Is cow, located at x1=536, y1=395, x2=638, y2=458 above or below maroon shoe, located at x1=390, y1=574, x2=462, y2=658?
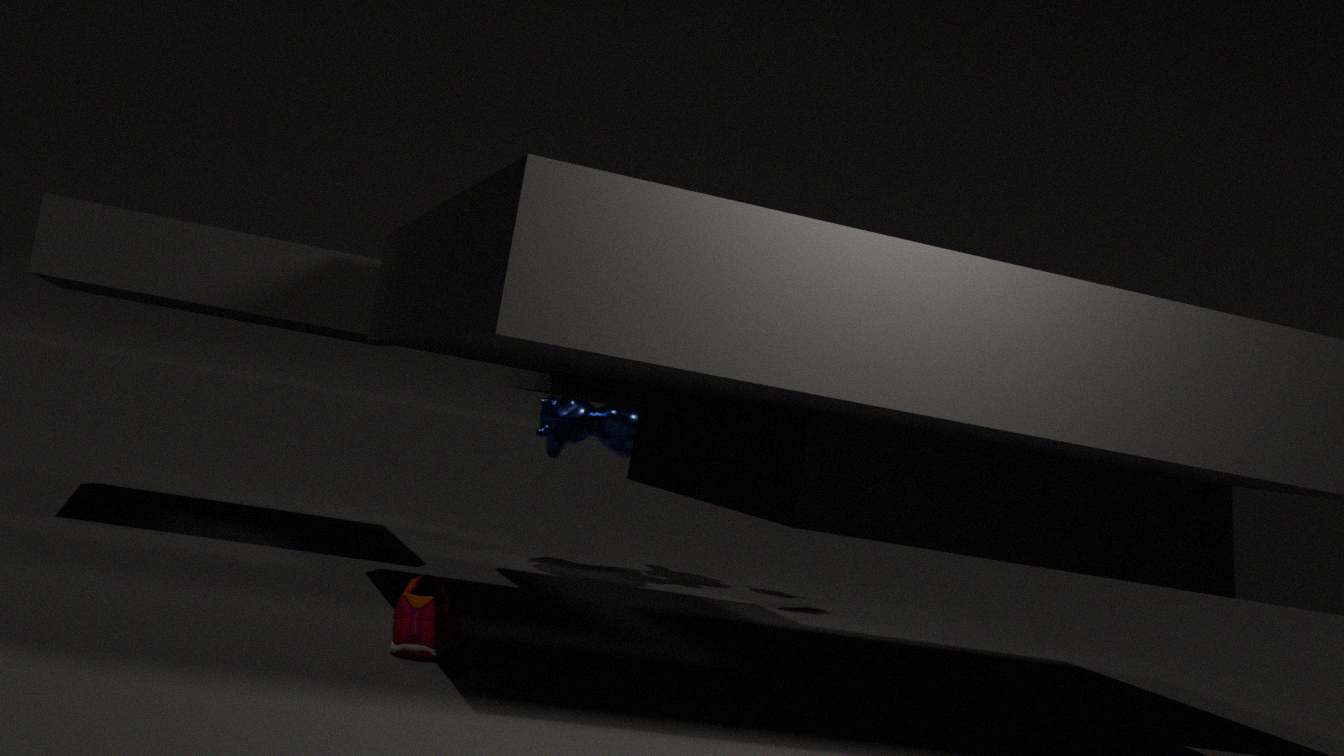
above
